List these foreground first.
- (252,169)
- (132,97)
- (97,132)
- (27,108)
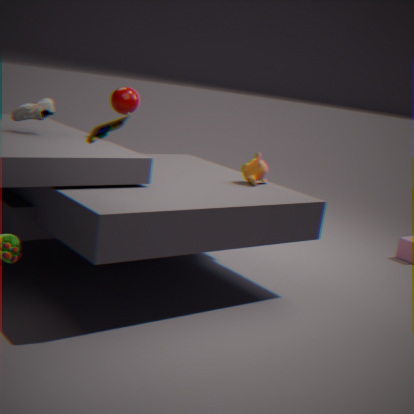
1. (97,132)
2. (27,108)
3. (132,97)
4. (252,169)
